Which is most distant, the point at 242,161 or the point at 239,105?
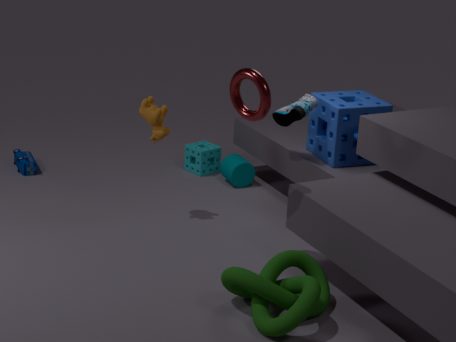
the point at 242,161
